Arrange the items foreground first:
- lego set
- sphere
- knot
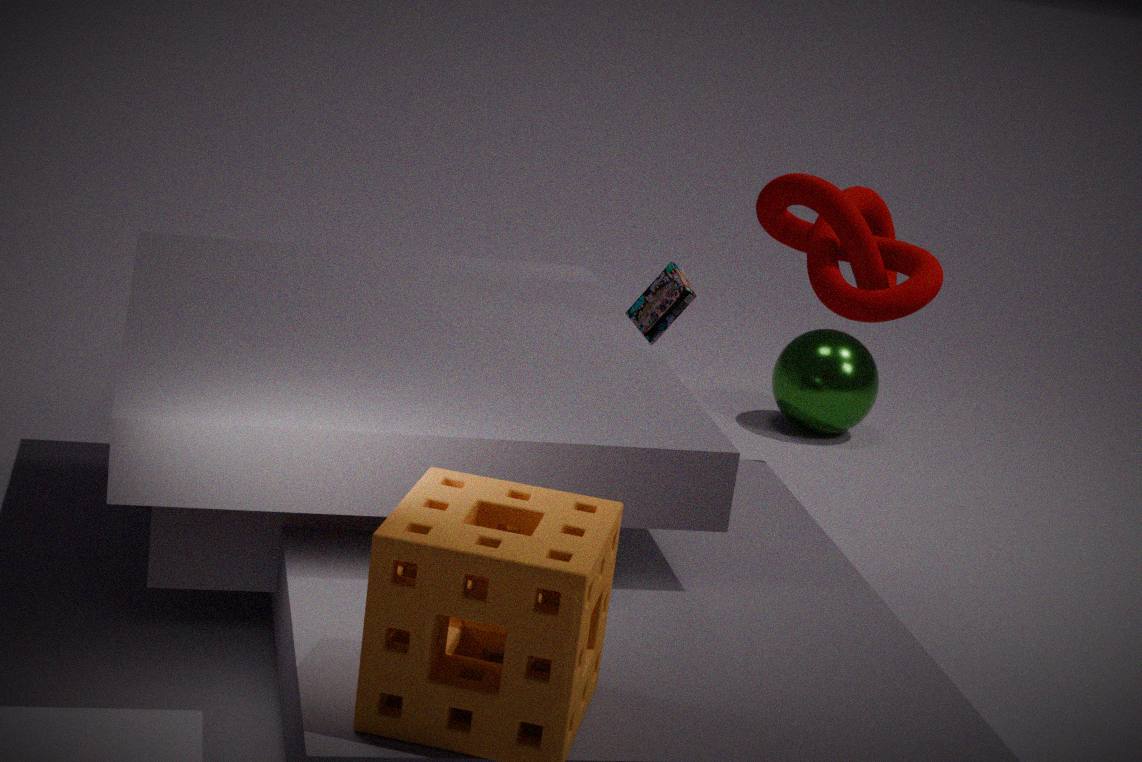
knot < lego set < sphere
